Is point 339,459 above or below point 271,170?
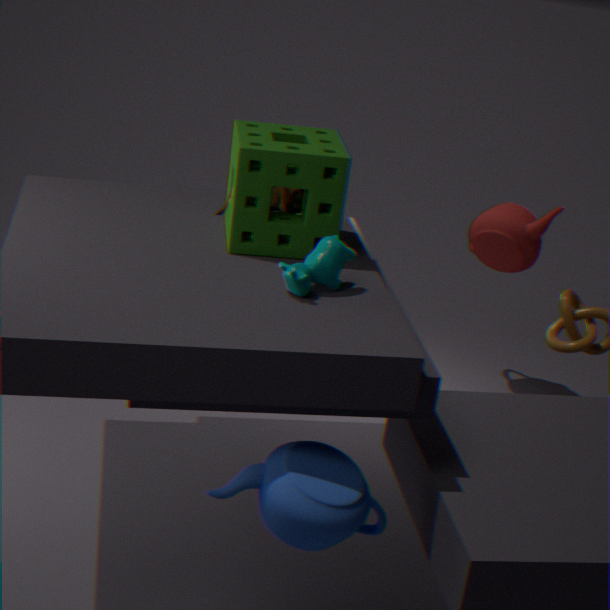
below
